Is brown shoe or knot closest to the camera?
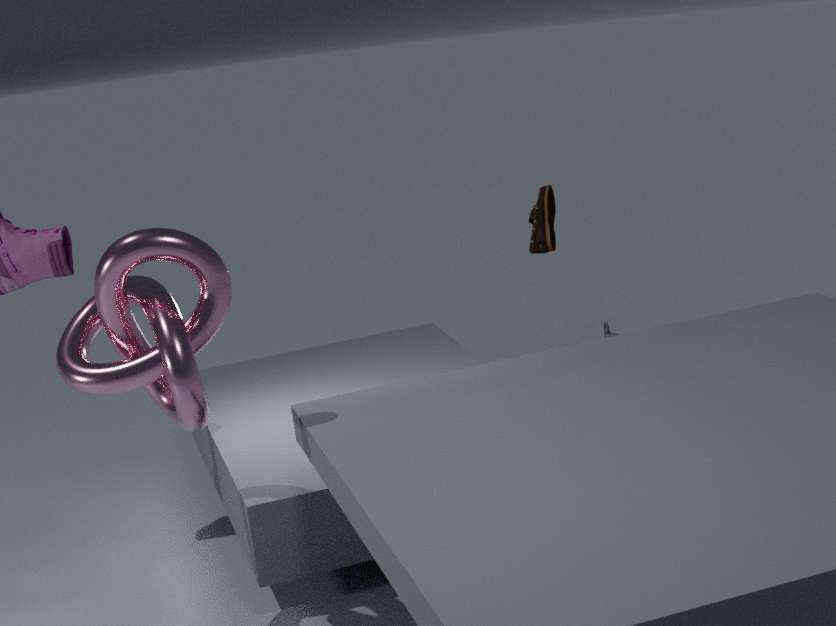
knot
